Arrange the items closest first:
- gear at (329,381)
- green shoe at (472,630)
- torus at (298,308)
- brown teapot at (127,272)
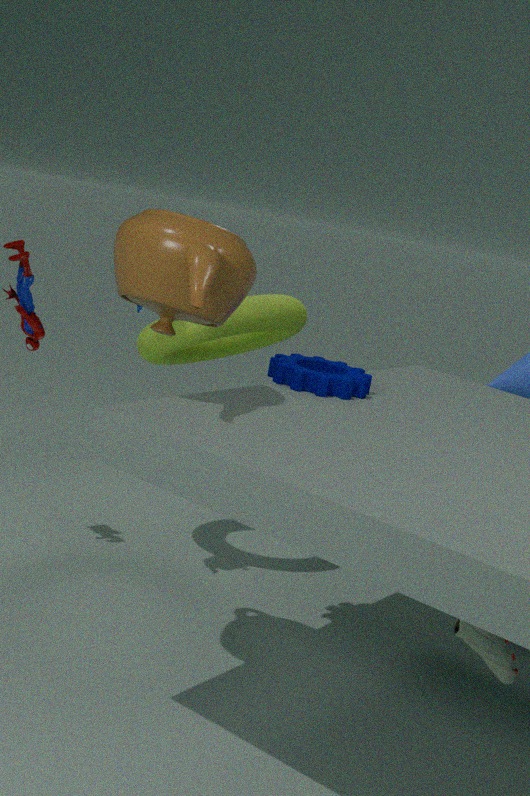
brown teapot at (127,272) < green shoe at (472,630) < gear at (329,381) < torus at (298,308)
